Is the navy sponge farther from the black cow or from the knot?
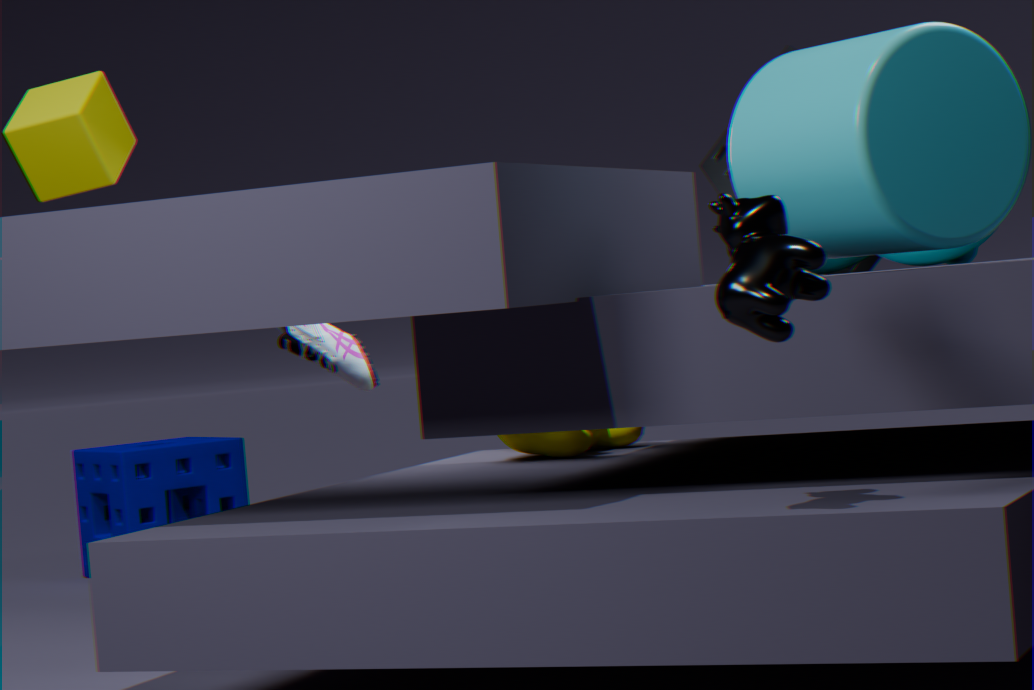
the black cow
